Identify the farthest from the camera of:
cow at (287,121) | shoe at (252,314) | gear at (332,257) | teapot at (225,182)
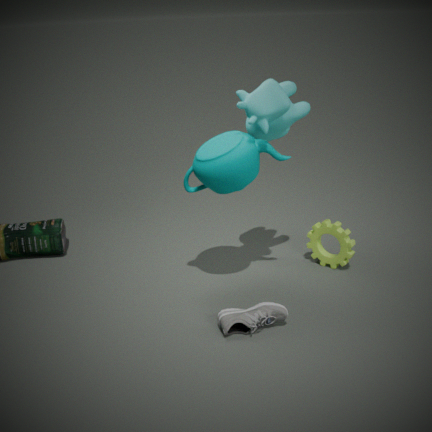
gear at (332,257)
